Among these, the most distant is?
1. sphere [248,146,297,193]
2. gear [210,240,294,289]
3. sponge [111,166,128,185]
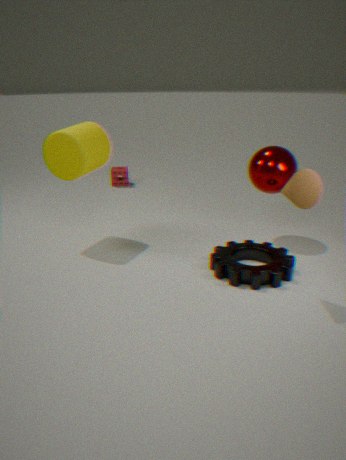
sponge [111,166,128,185]
